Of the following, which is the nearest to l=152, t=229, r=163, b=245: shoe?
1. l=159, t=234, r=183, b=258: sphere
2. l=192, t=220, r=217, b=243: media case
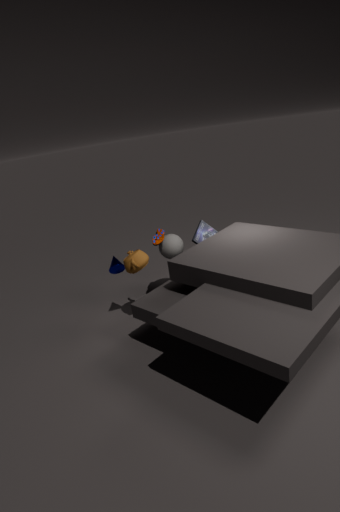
l=159, t=234, r=183, b=258: sphere
